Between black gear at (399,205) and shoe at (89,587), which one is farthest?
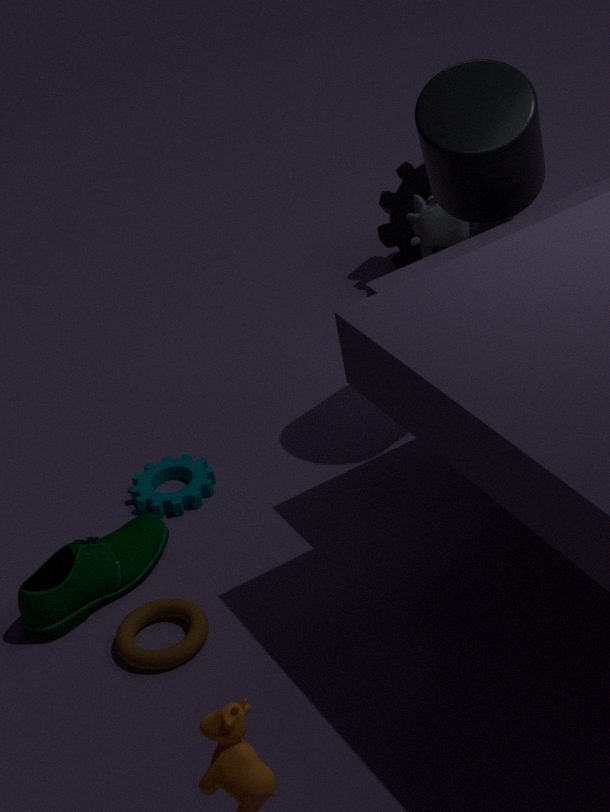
black gear at (399,205)
